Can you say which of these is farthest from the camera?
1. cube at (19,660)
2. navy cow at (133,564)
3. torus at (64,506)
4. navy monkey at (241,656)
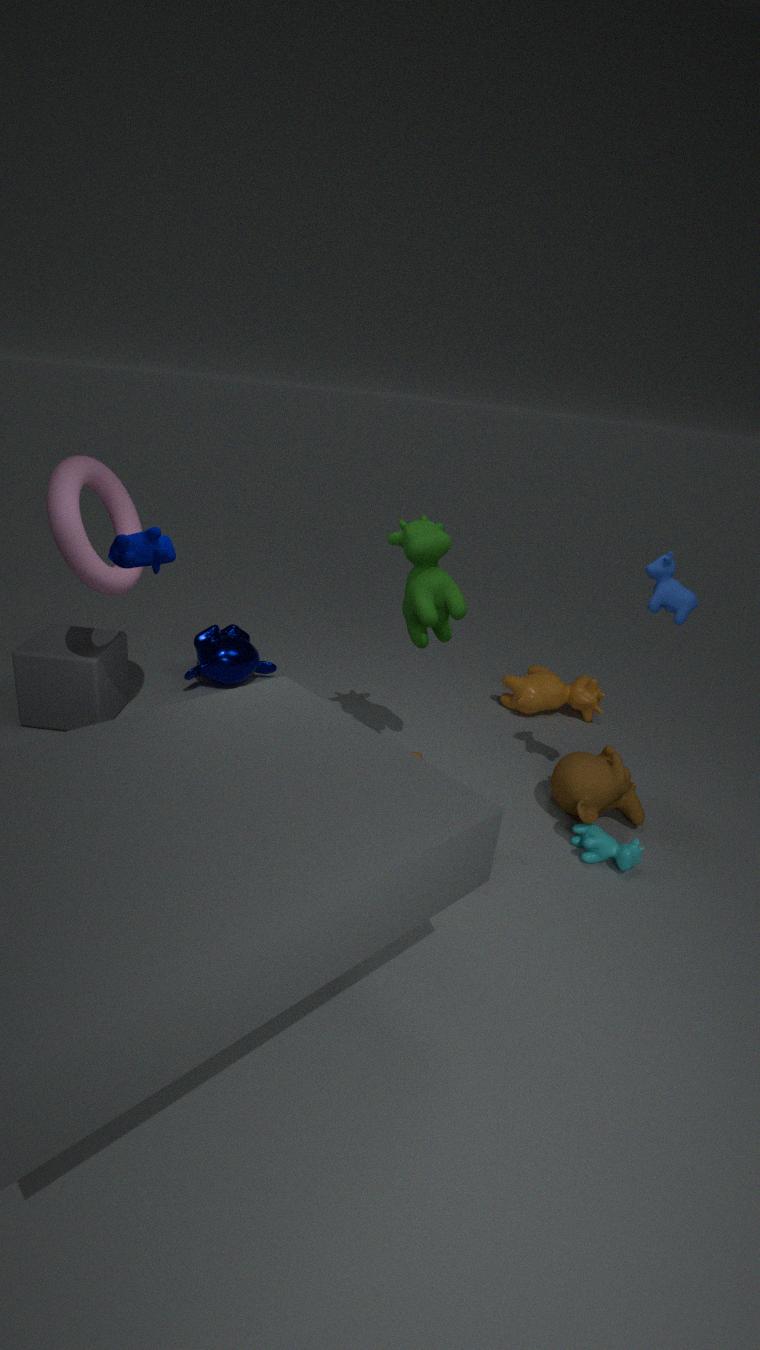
navy monkey at (241,656)
